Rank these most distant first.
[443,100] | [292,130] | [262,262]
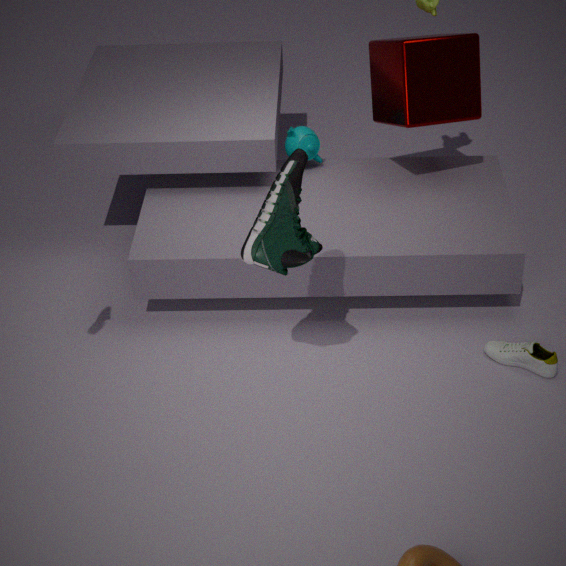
[292,130] < [443,100] < [262,262]
